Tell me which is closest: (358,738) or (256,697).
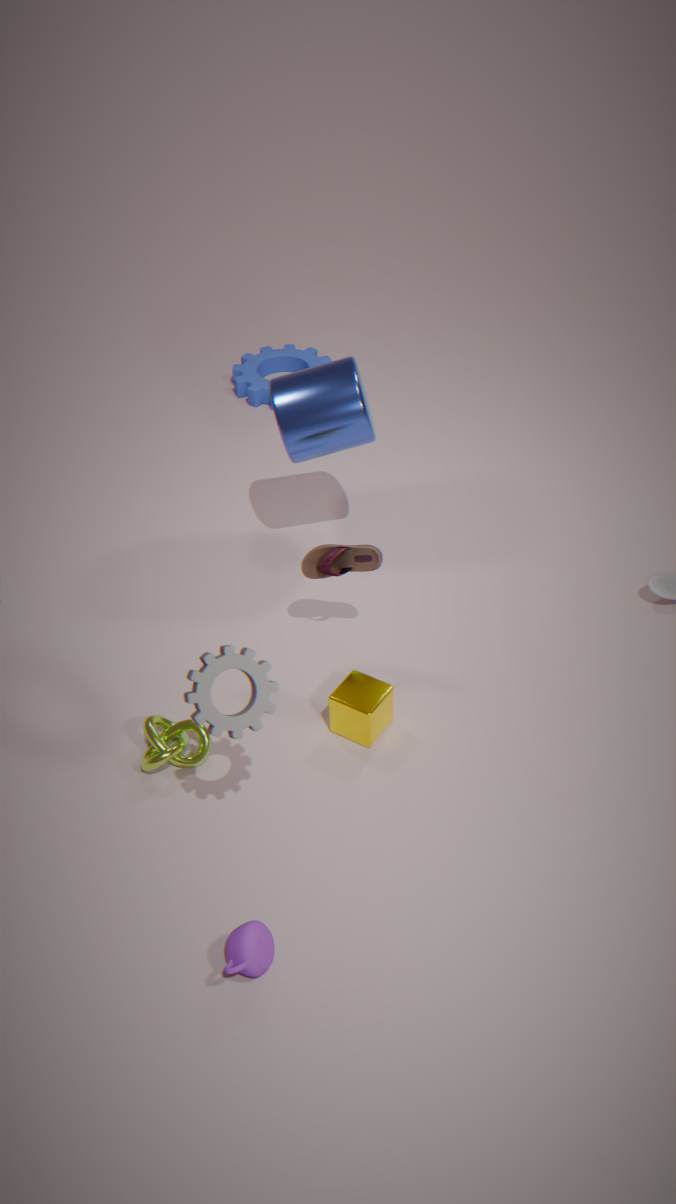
(256,697)
